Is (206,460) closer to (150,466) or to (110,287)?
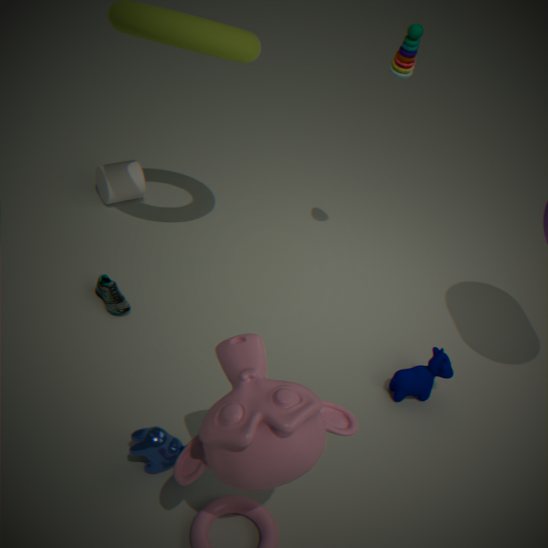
(150,466)
